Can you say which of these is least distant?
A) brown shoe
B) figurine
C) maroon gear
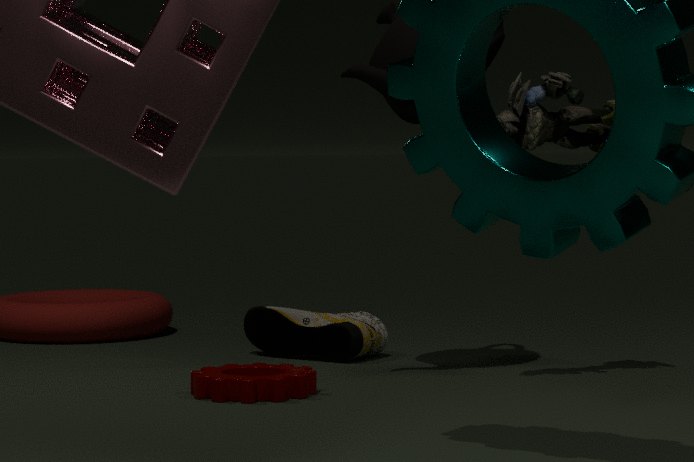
maroon gear
